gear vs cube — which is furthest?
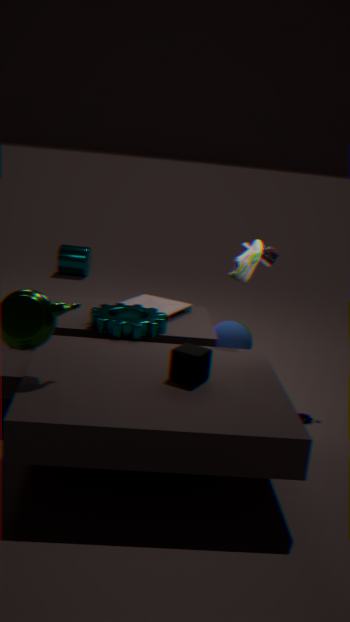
gear
